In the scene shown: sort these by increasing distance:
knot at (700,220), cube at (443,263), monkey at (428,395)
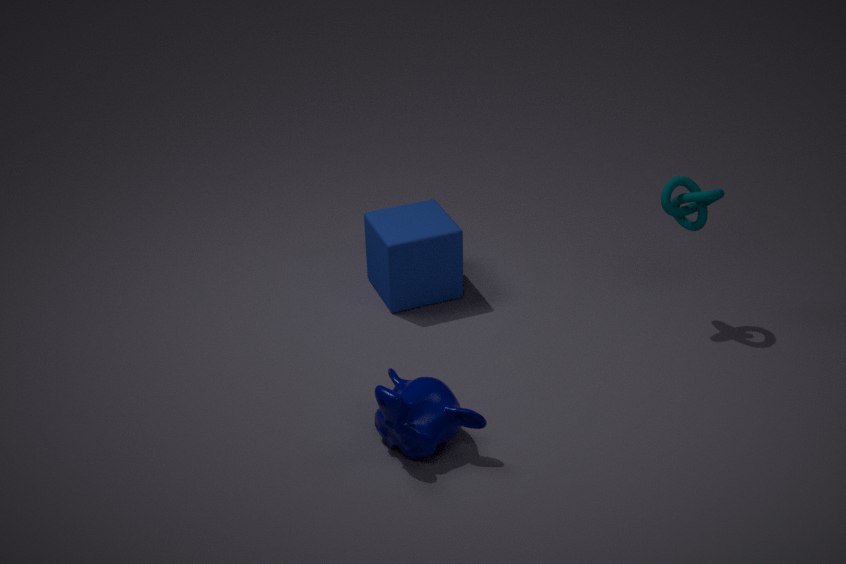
monkey at (428,395) → knot at (700,220) → cube at (443,263)
